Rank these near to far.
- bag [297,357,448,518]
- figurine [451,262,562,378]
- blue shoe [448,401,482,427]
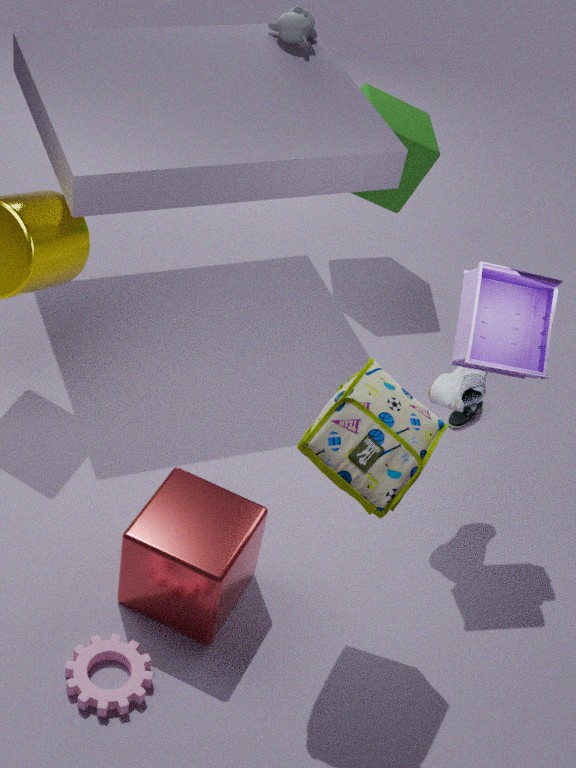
bag [297,357,448,518] < figurine [451,262,562,378] < blue shoe [448,401,482,427]
